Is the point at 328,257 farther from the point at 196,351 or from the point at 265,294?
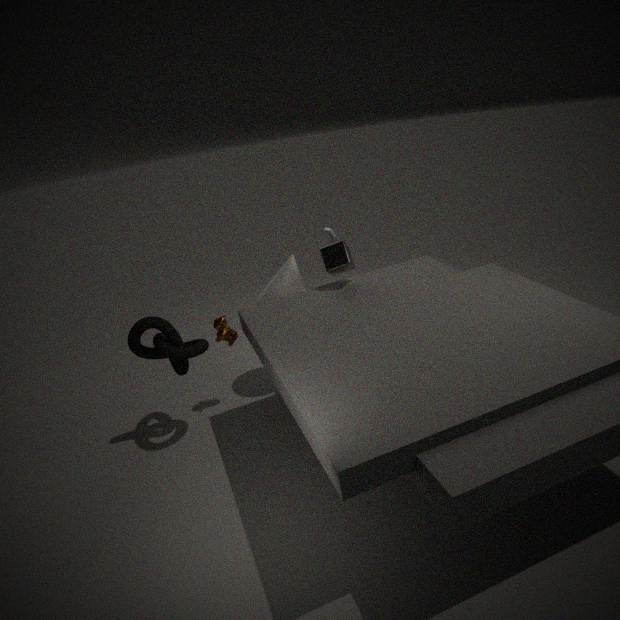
the point at 196,351
